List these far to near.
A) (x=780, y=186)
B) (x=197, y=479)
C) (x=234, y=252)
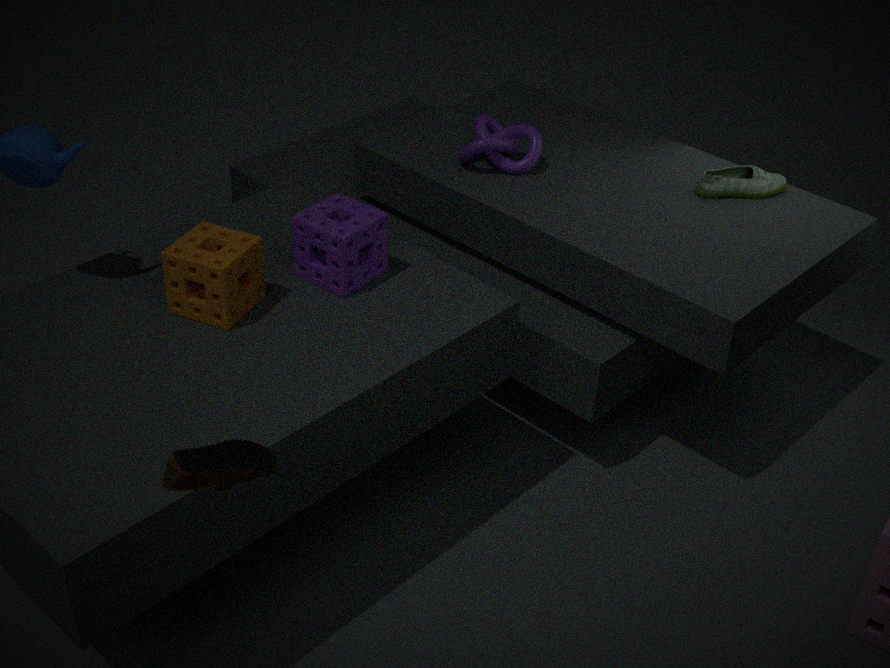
(x=780, y=186) < (x=234, y=252) < (x=197, y=479)
